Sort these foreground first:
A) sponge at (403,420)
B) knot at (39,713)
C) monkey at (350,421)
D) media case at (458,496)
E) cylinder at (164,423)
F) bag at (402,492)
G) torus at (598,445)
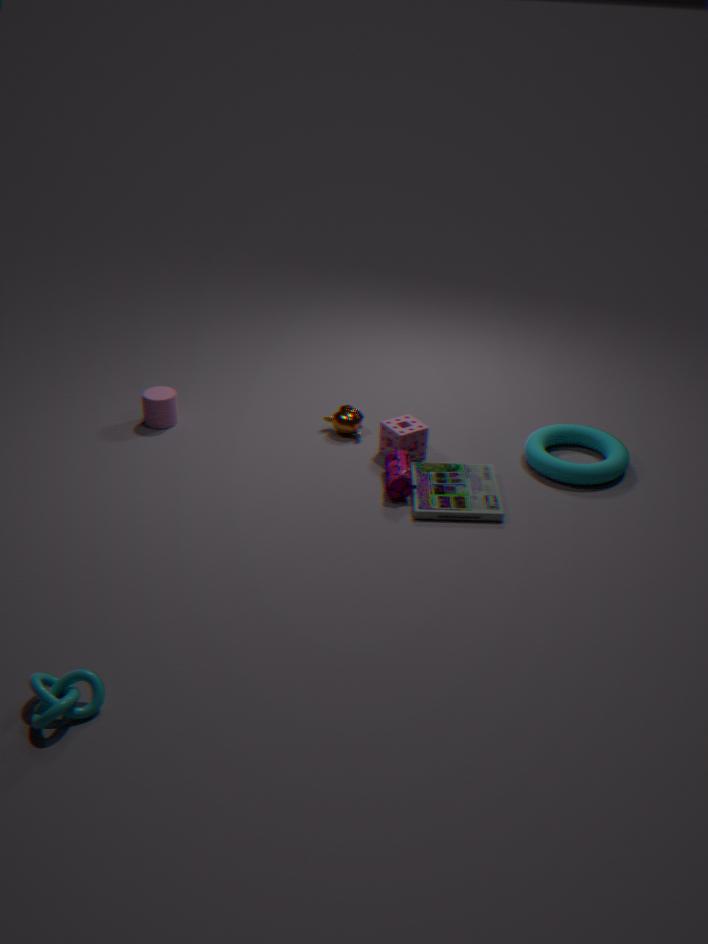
knot at (39,713) < media case at (458,496) < bag at (402,492) < torus at (598,445) < sponge at (403,420) < cylinder at (164,423) < monkey at (350,421)
